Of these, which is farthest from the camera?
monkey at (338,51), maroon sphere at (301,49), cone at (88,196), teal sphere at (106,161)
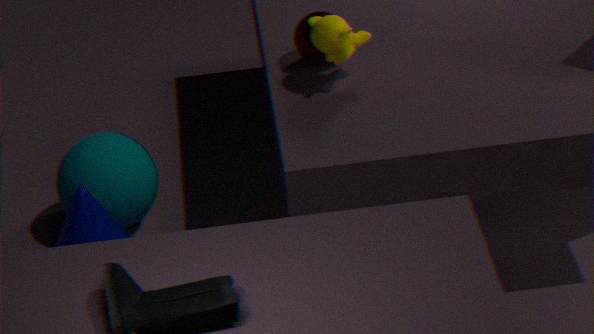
teal sphere at (106,161)
